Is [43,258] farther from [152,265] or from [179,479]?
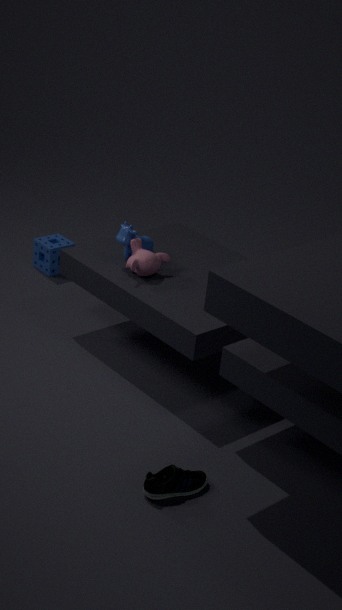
[179,479]
